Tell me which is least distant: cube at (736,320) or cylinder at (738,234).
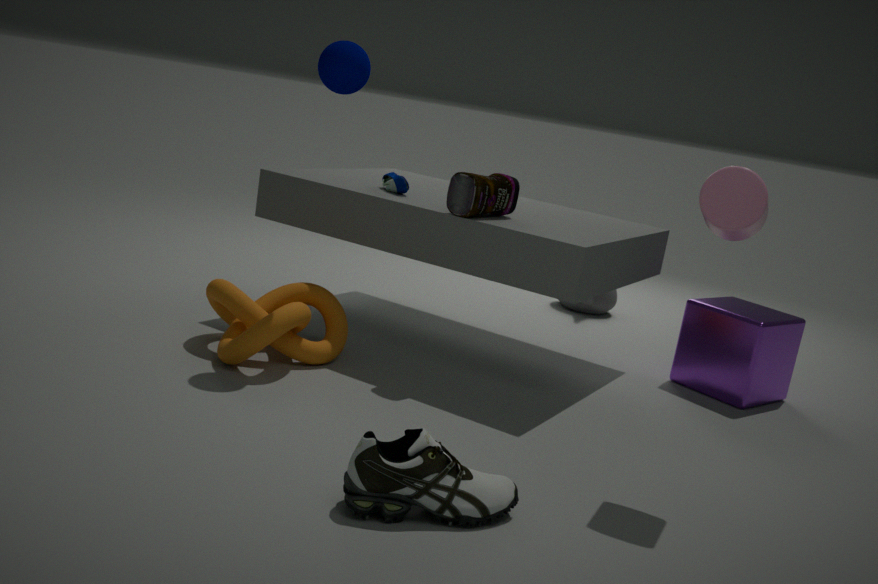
cylinder at (738,234)
